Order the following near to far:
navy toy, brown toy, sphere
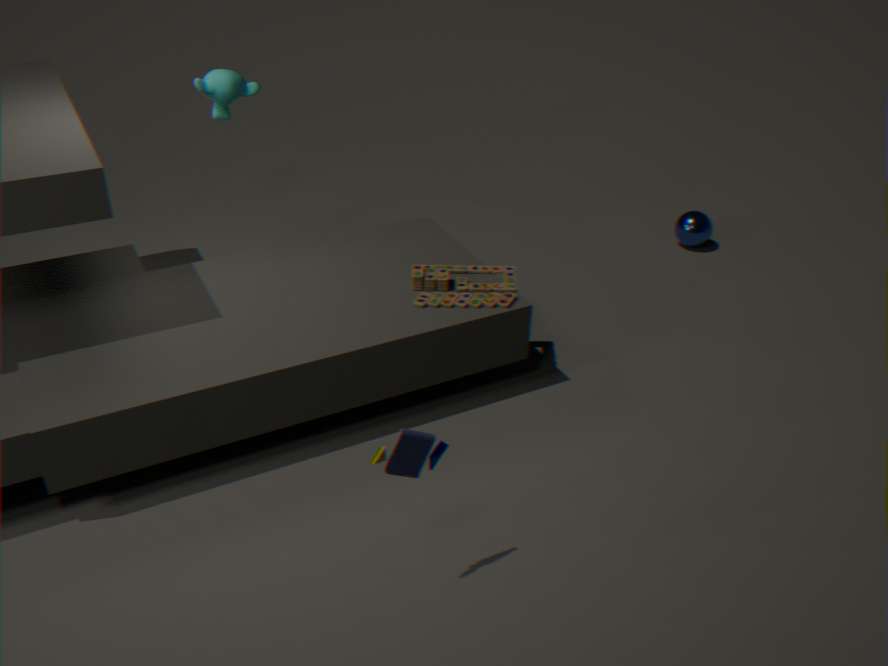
navy toy, brown toy, sphere
